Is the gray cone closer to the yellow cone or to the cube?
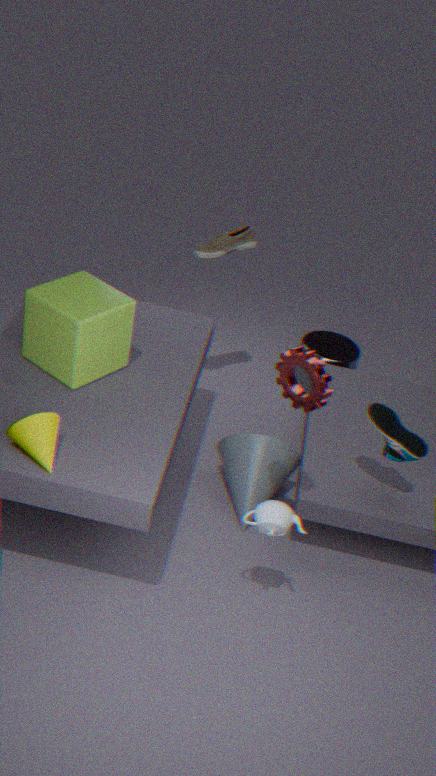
the cube
